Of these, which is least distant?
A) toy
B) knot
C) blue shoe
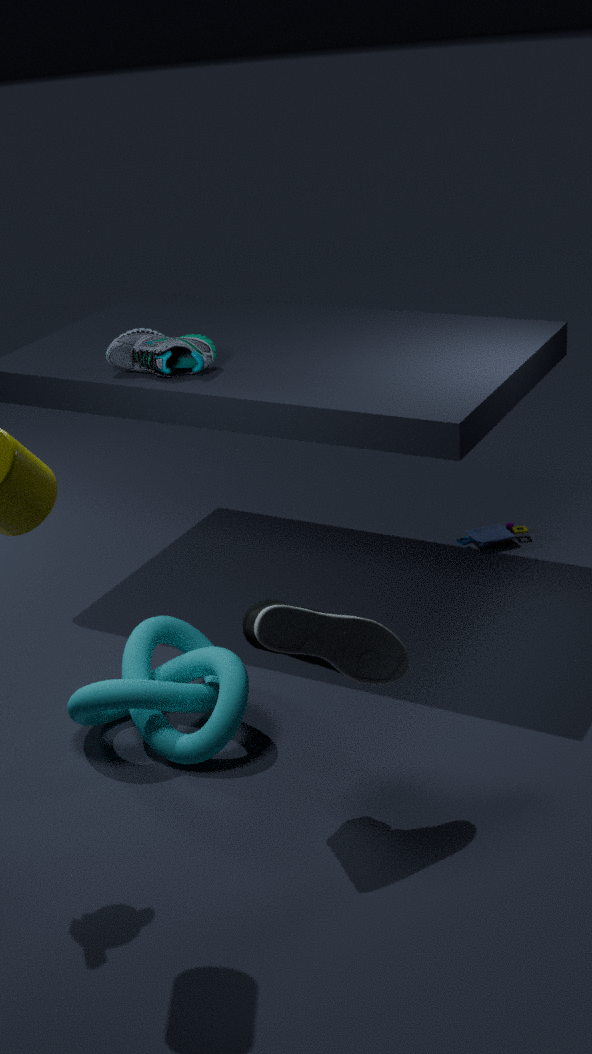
blue shoe
